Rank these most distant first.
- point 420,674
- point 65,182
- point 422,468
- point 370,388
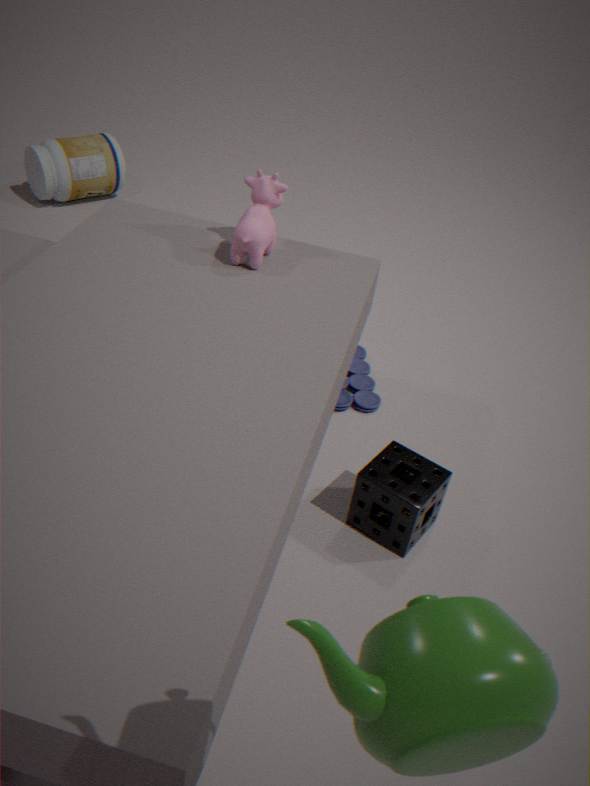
point 65,182 < point 370,388 < point 422,468 < point 420,674
